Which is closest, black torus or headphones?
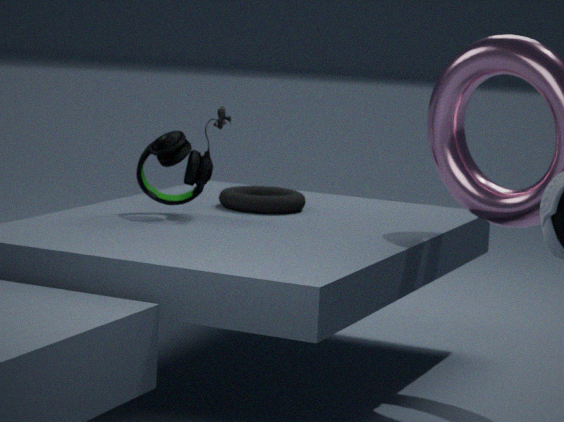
headphones
